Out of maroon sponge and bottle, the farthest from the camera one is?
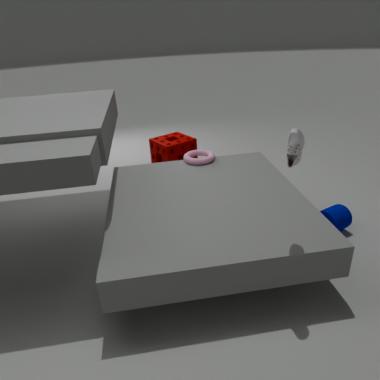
maroon sponge
